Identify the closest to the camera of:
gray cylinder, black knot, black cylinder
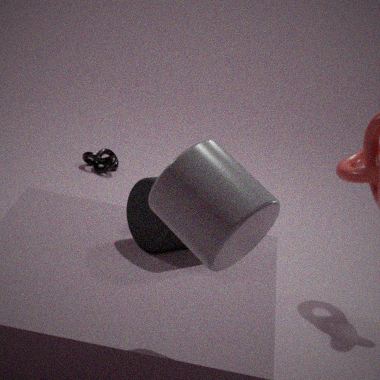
gray cylinder
